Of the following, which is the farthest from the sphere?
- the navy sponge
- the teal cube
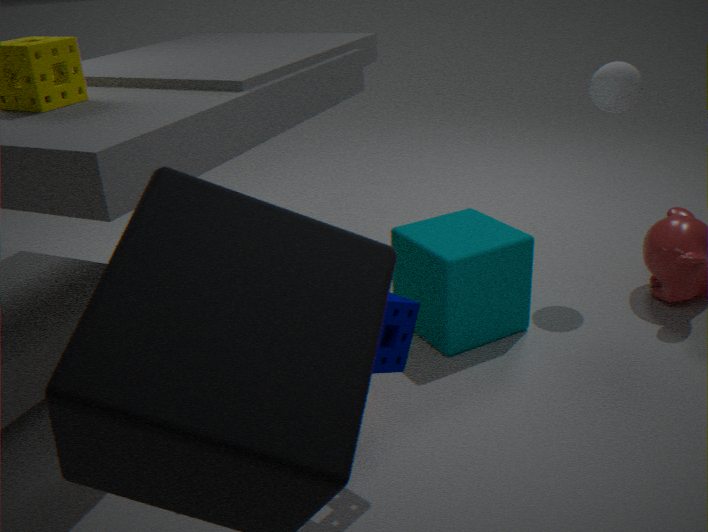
the navy sponge
